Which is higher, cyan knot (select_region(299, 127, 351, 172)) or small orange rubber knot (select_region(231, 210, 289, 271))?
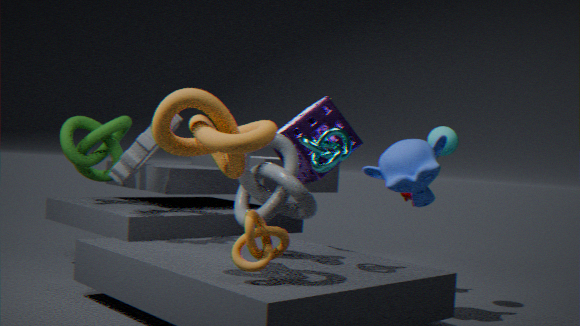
cyan knot (select_region(299, 127, 351, 172))
